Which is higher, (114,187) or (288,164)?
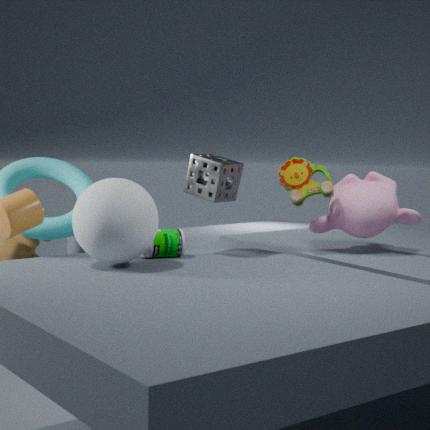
(288,164)
